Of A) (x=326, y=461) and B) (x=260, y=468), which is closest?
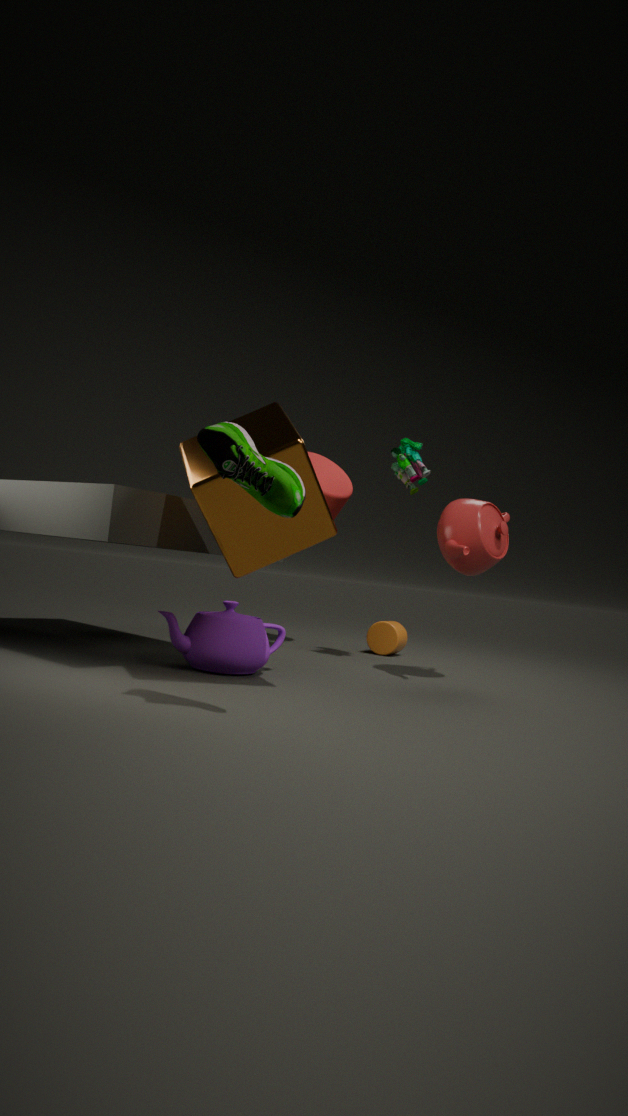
B. (x=260, y=468)
